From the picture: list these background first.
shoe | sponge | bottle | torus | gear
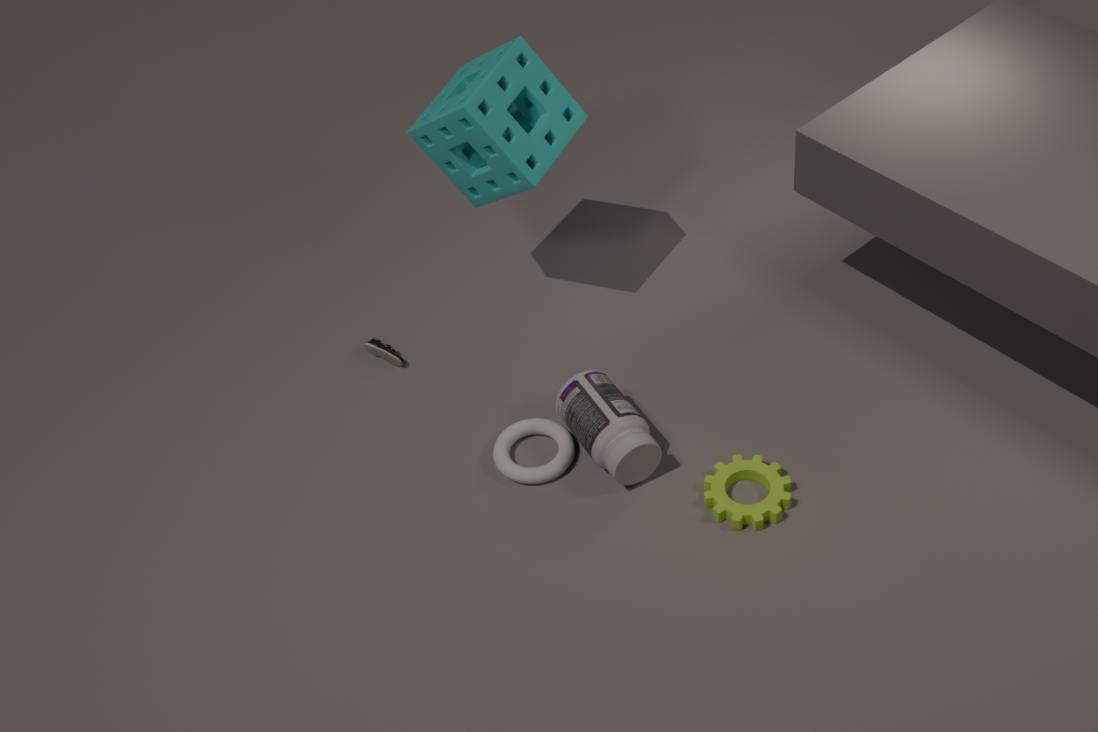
shoe
sponge
torus
bottle
gear
